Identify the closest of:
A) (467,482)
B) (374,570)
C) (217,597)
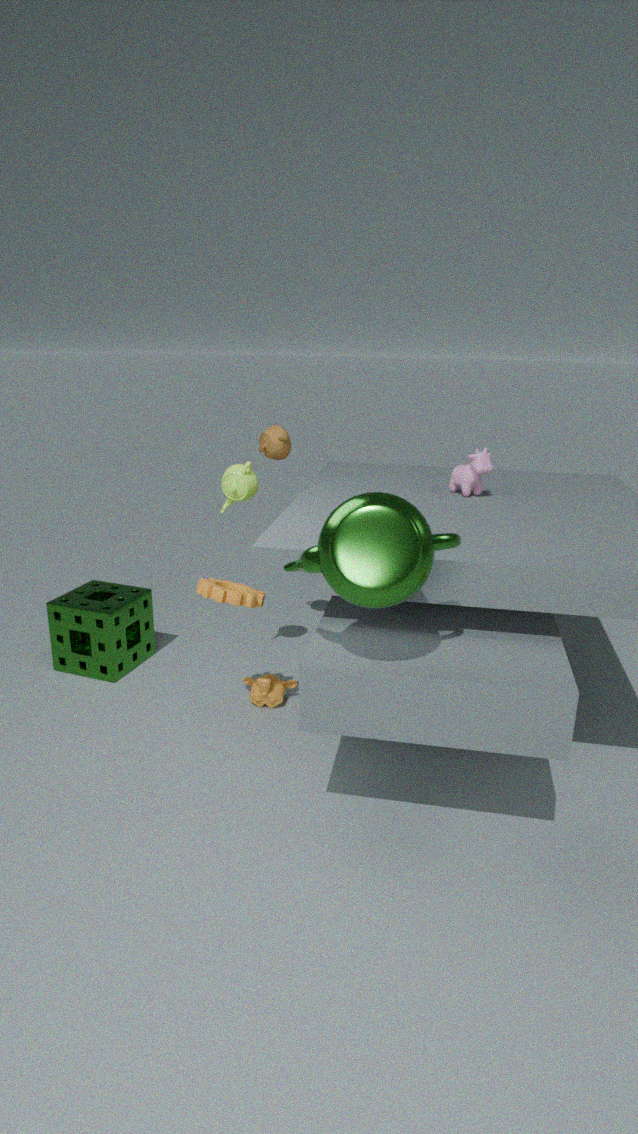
(374,570)
